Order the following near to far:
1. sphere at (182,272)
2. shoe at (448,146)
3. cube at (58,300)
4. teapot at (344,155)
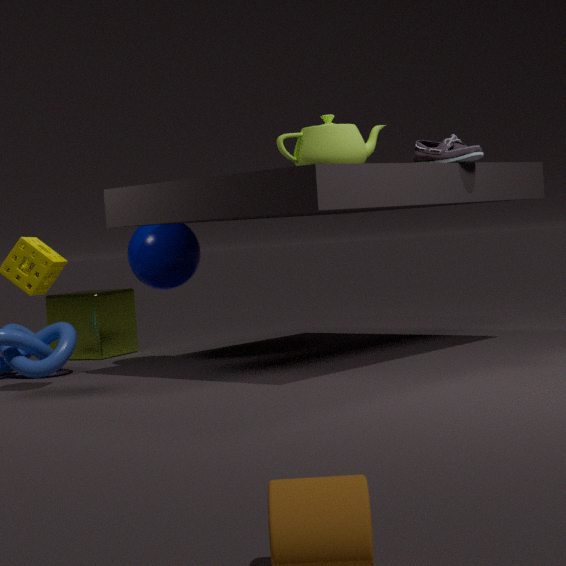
shoe at (448,146) < teapot at (344,155) < sphere at (182,272) < cube at (58,300)
